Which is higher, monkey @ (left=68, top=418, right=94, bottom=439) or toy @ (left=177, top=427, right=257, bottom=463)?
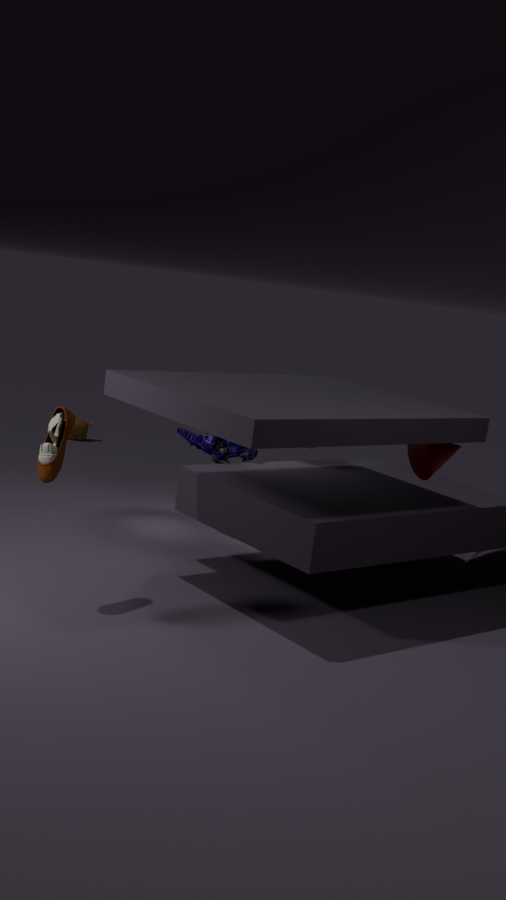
toy @ (left=177, top=427, right=257, bottom=463)
